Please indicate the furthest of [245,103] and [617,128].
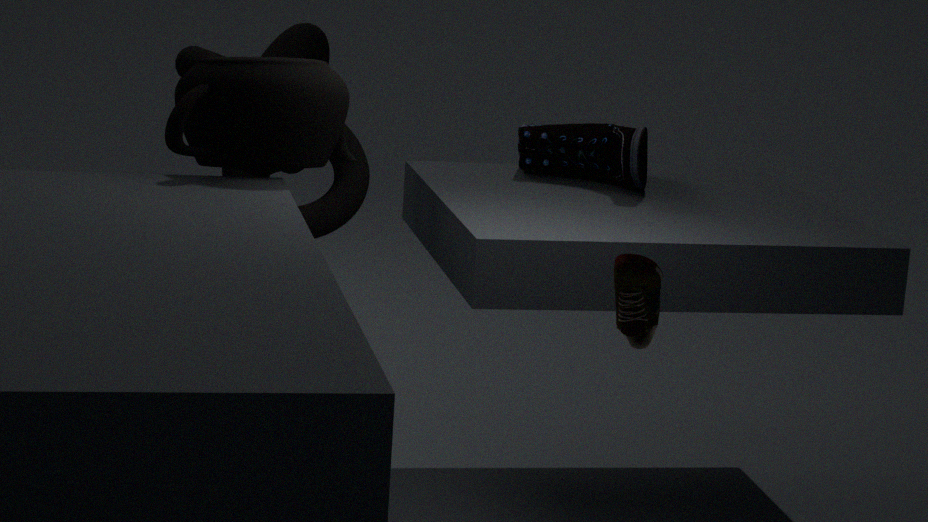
[617,128]
